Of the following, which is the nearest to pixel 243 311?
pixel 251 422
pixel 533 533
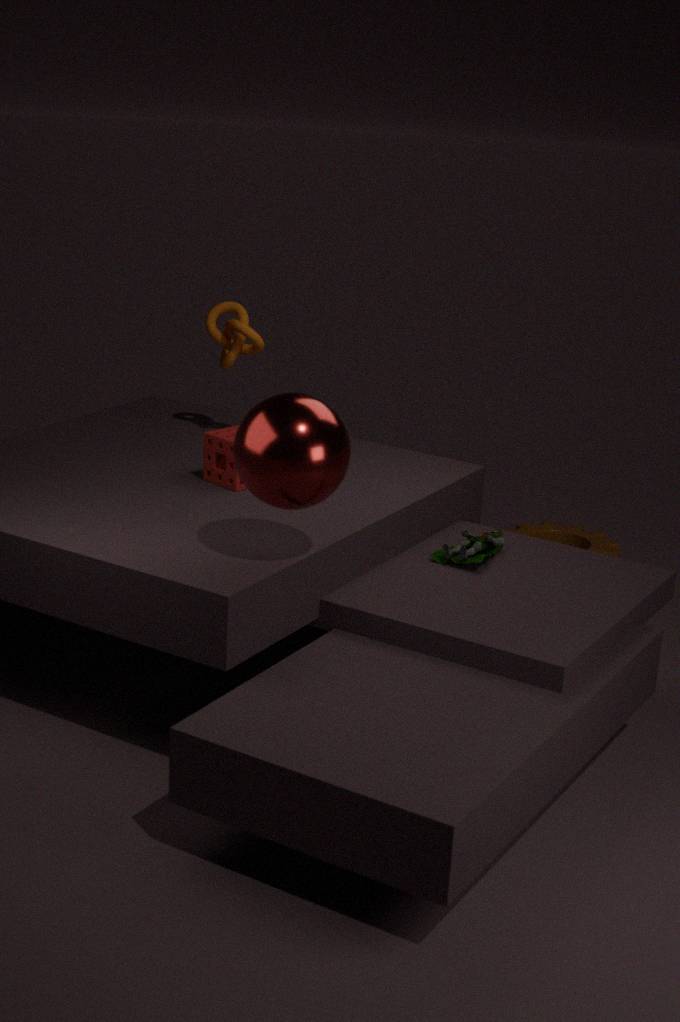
pixel 251 422
